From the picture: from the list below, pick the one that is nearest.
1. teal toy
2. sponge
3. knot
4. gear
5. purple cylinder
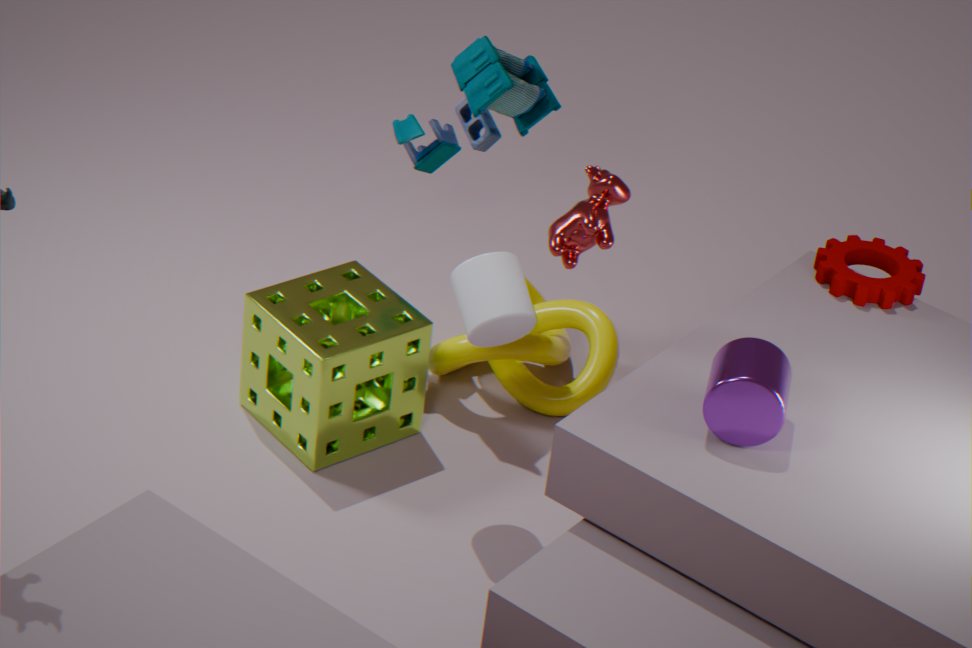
purple cylinder
